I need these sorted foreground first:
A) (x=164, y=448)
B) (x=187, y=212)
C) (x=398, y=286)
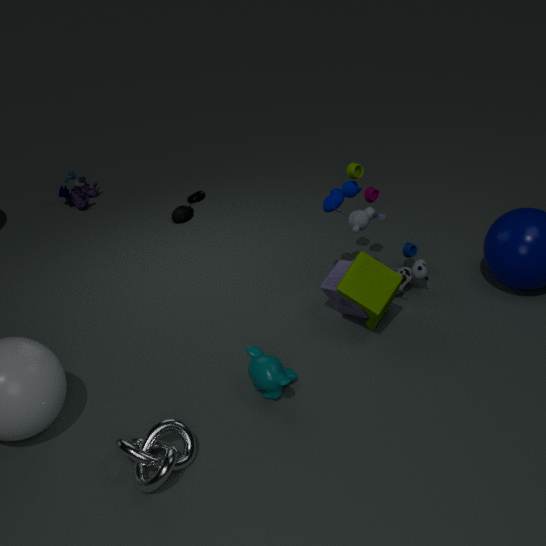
(x=164, y=448)
(x=398, y=286)
(x=187, y=212)
